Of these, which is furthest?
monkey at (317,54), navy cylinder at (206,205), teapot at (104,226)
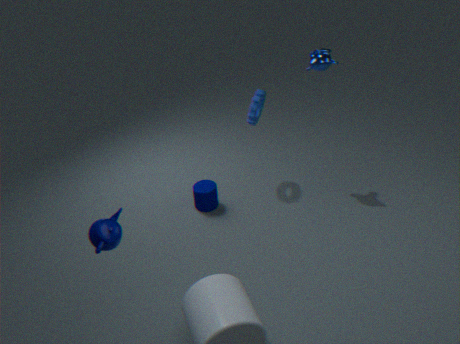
navy cylinder at (206,205)
